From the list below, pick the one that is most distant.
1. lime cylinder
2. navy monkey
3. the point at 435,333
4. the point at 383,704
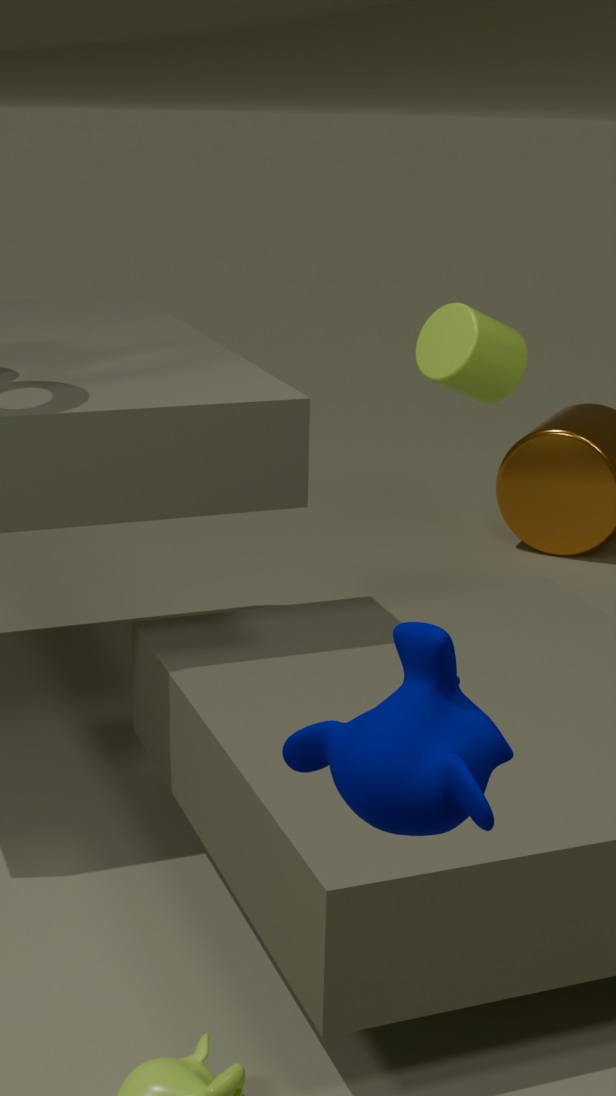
the point at 435,333
